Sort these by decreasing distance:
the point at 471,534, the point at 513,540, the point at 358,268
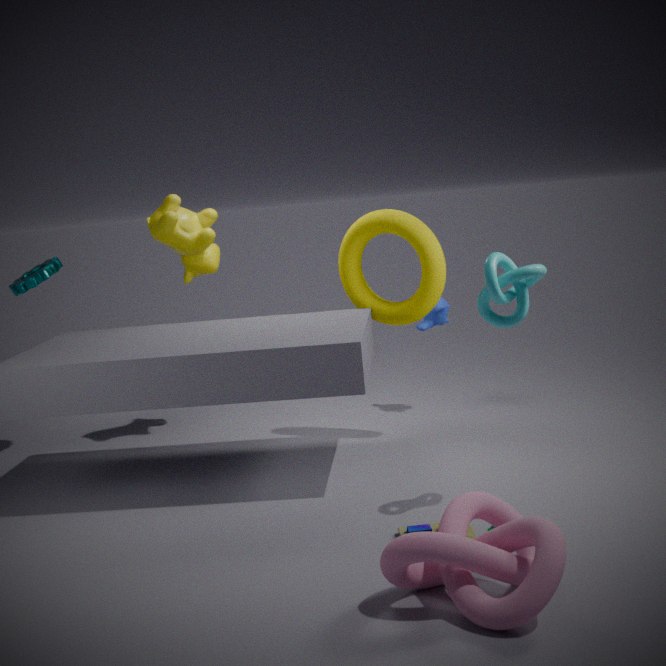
the point at 358,268, the point at 471,534, the point at 513,540
